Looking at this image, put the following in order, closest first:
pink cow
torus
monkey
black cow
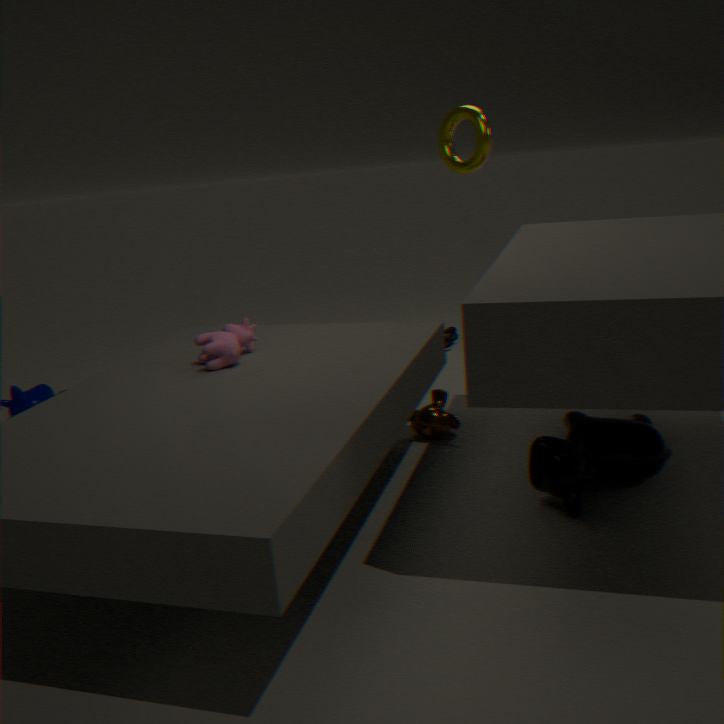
1. black cow
2. pink cow
3. monkey
4. torus
